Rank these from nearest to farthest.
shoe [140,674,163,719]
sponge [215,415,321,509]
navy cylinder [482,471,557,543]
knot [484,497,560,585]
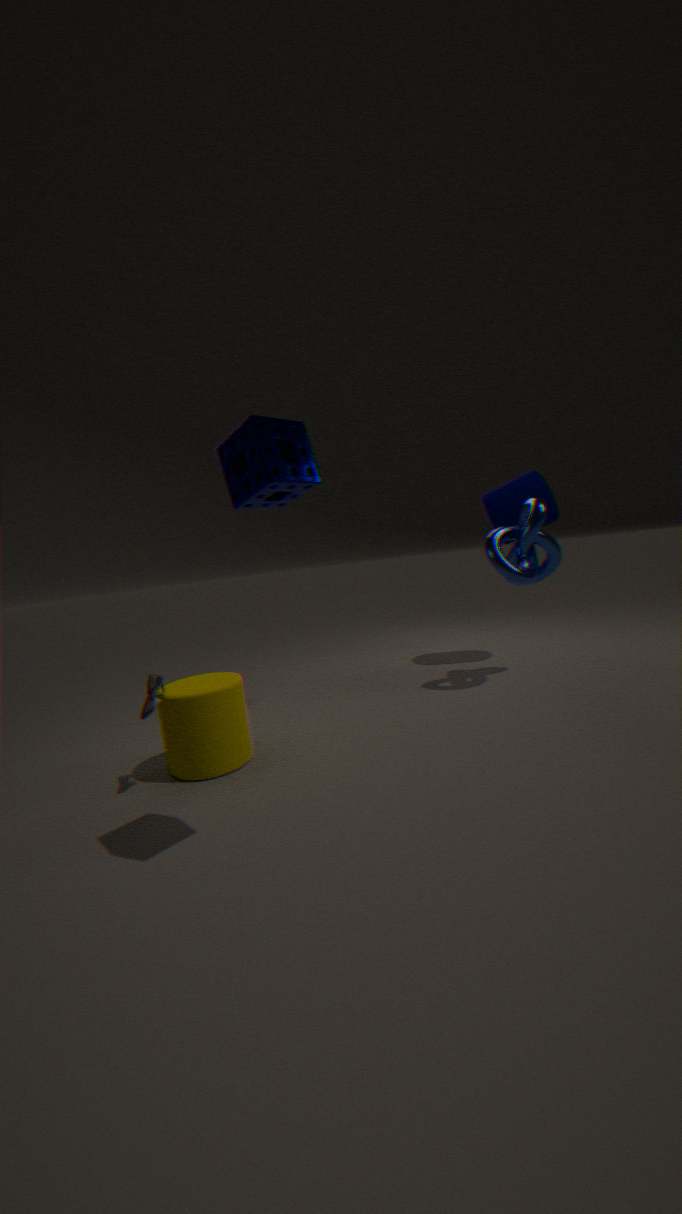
1. sponge [215,415,321,509]
2. shoe [140,674,163,719]
3. knot [484,497,560,585]
4. navy cylinder [482,471,557,543]
